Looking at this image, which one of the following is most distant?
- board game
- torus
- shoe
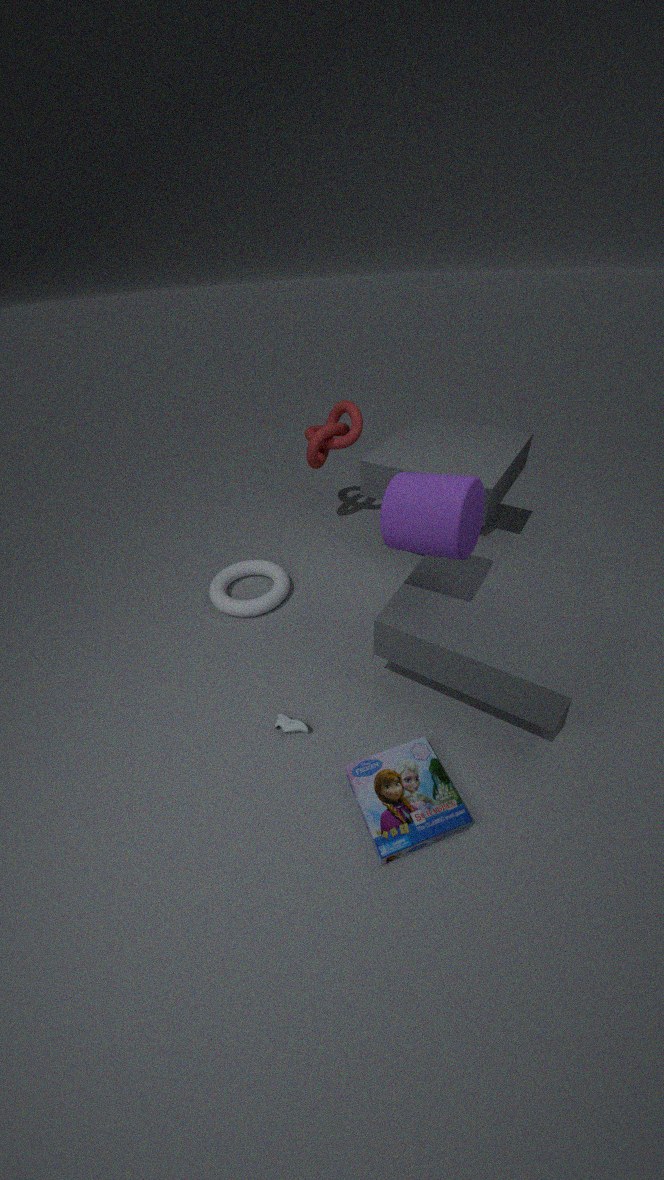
torus
